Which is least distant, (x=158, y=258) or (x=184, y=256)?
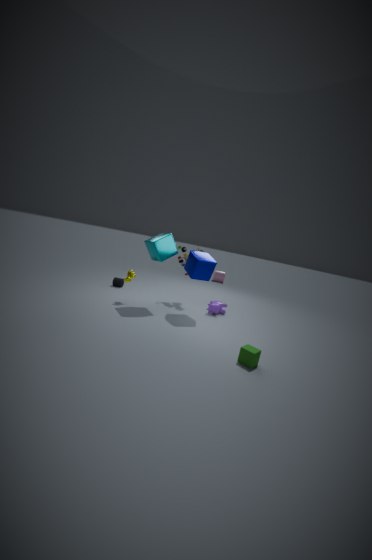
(x=158, y=258)
